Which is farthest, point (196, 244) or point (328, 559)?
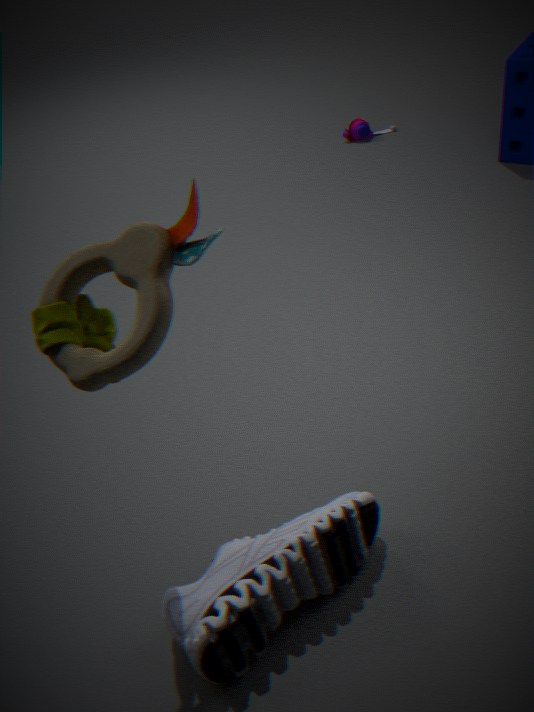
point (328, 559)
